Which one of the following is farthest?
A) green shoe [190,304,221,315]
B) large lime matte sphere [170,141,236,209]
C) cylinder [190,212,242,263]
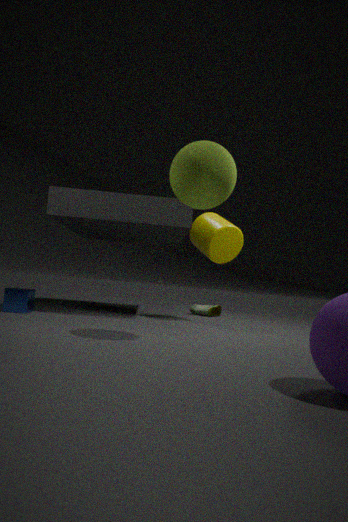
green shoe [190,304,221,315]
